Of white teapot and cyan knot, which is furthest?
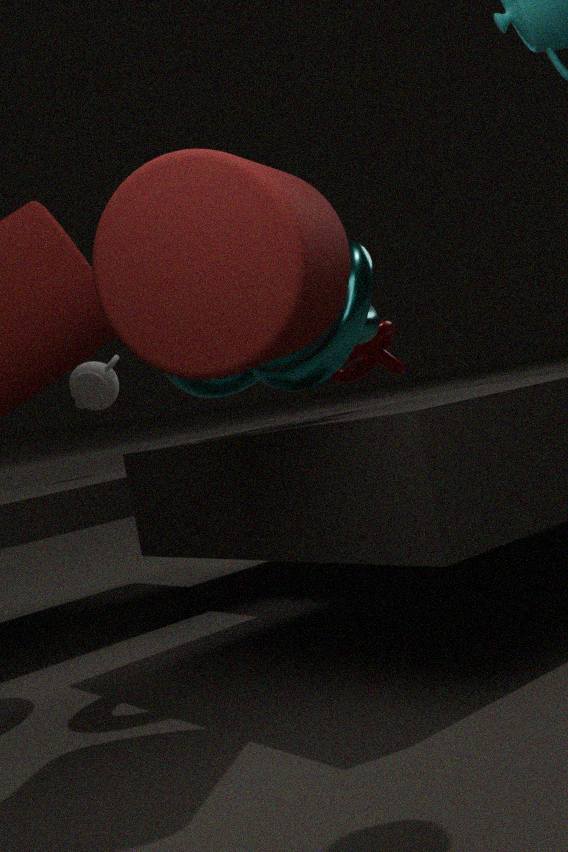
white teapot
